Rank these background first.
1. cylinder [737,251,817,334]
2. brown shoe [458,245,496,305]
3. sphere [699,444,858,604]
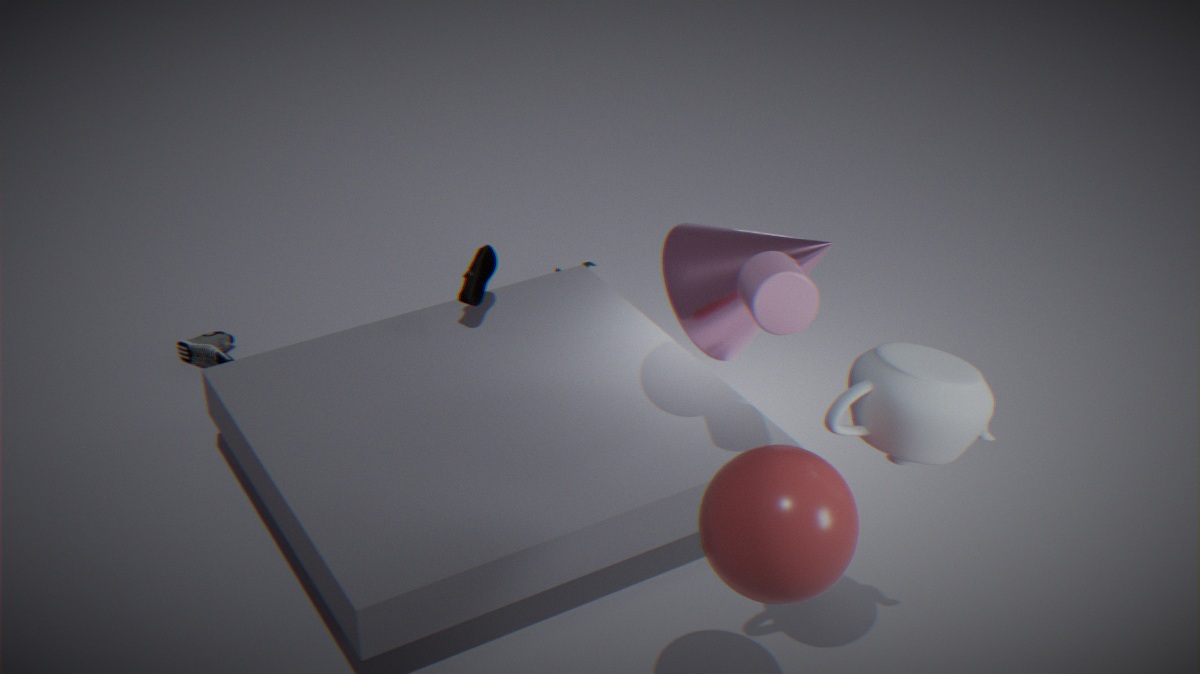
brown shoe [458,245,496,305] < cylinder [737,251,817,334] < sphere [699,444,858,604]
